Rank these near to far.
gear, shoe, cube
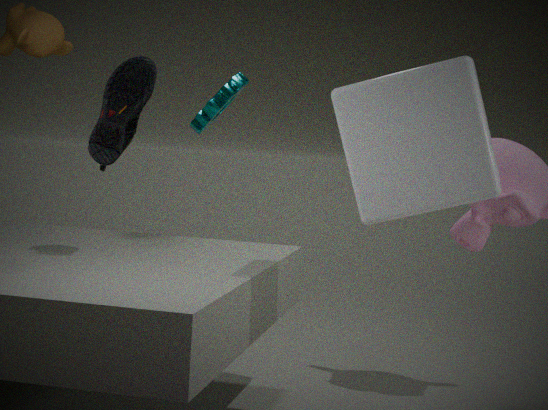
cube → shoe → gear
